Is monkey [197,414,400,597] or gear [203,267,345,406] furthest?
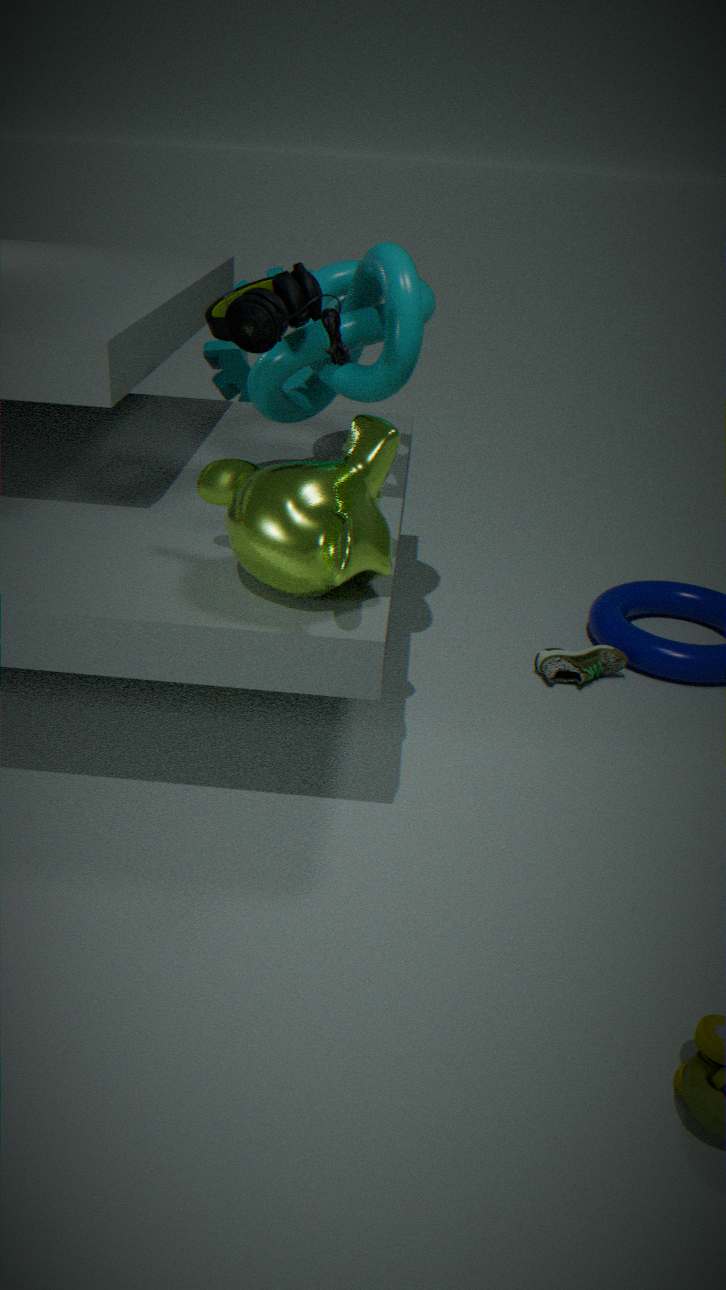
gear [203,267,345,406]
